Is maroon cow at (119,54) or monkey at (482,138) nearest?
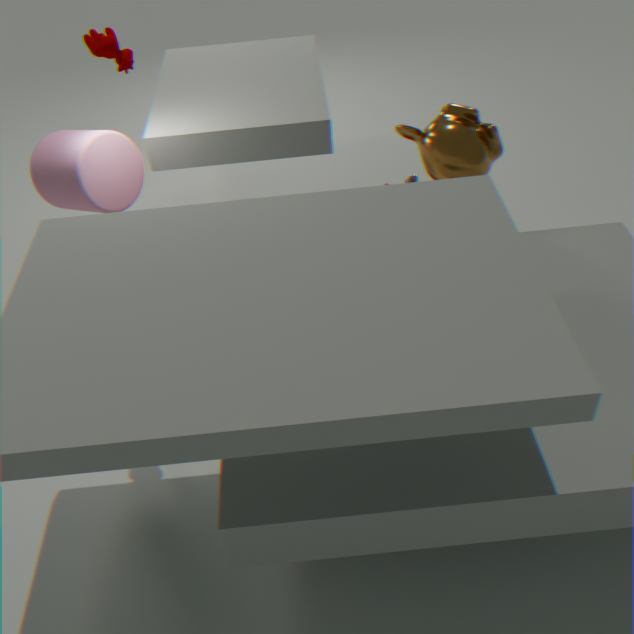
monkey at (482,138)
